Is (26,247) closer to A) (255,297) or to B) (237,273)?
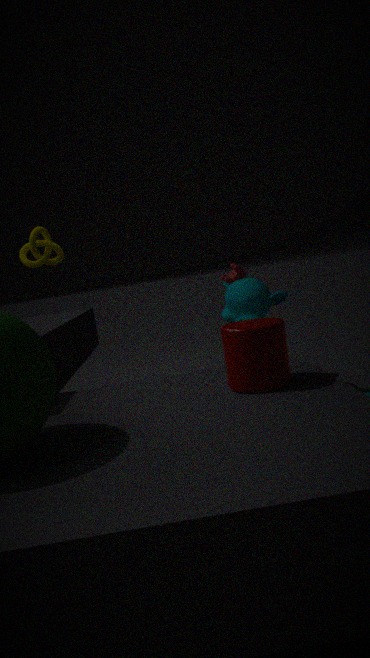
B) (237,273)
